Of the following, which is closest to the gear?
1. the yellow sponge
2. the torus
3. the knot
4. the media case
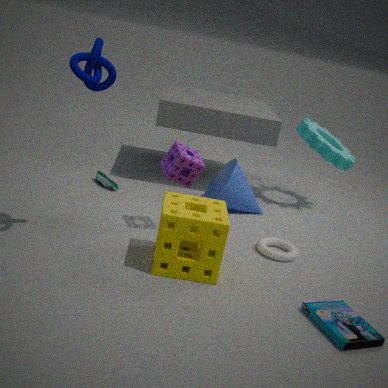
the torus
